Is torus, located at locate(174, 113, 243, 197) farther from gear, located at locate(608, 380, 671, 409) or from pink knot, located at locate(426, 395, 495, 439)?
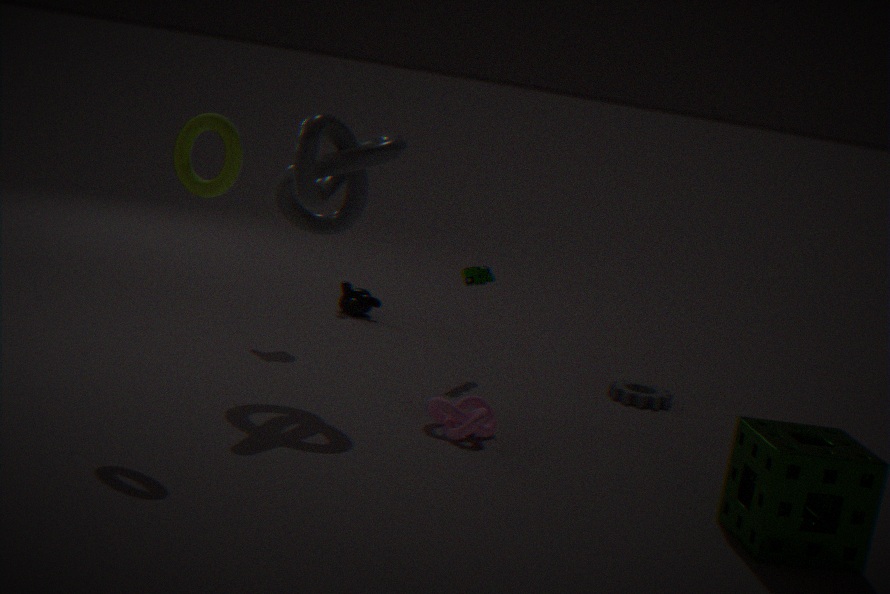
gear, located at locate(608, 380, 671, 409)
